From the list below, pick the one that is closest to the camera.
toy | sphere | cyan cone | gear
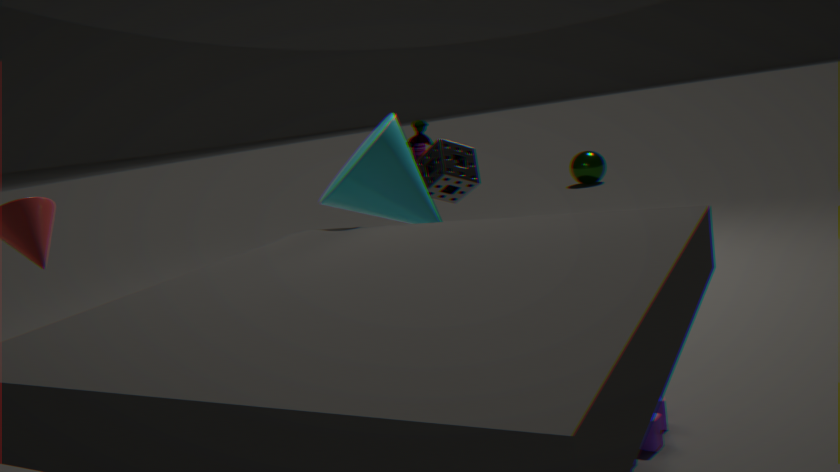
gear
